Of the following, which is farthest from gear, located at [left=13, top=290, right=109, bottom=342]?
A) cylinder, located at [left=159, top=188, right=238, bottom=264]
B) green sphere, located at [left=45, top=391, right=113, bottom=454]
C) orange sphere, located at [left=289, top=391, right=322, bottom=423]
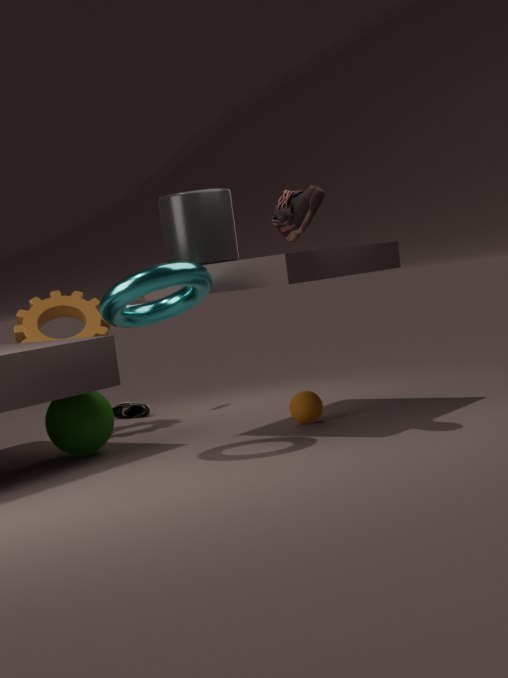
orange sphere, located at [left=289, top=391, right=322, bottom=423]
